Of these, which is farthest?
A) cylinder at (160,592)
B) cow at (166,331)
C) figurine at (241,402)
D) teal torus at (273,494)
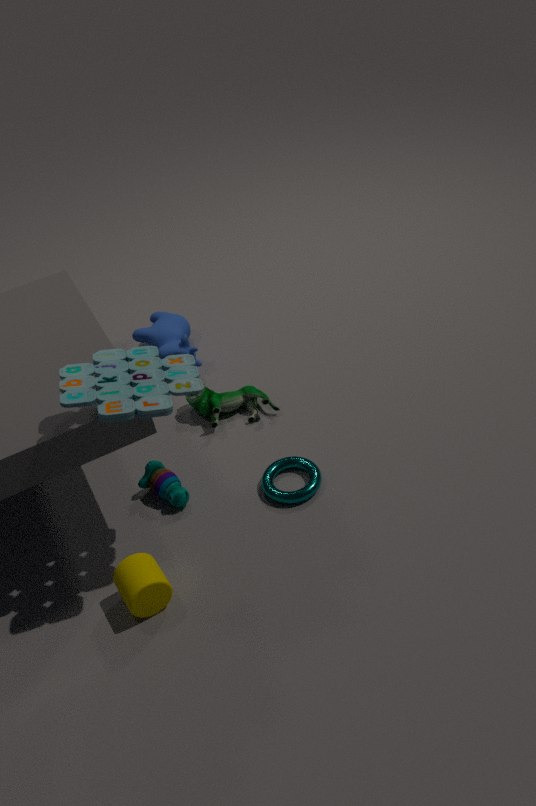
cow at (166,331)
